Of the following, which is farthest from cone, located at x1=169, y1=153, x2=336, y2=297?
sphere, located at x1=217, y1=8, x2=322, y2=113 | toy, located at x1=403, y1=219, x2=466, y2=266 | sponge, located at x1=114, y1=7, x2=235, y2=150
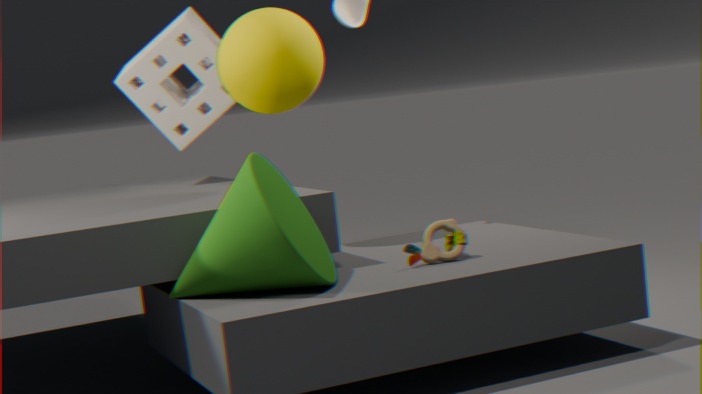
sponge, located at x1=114, y1=7, x2=235, y2=150
